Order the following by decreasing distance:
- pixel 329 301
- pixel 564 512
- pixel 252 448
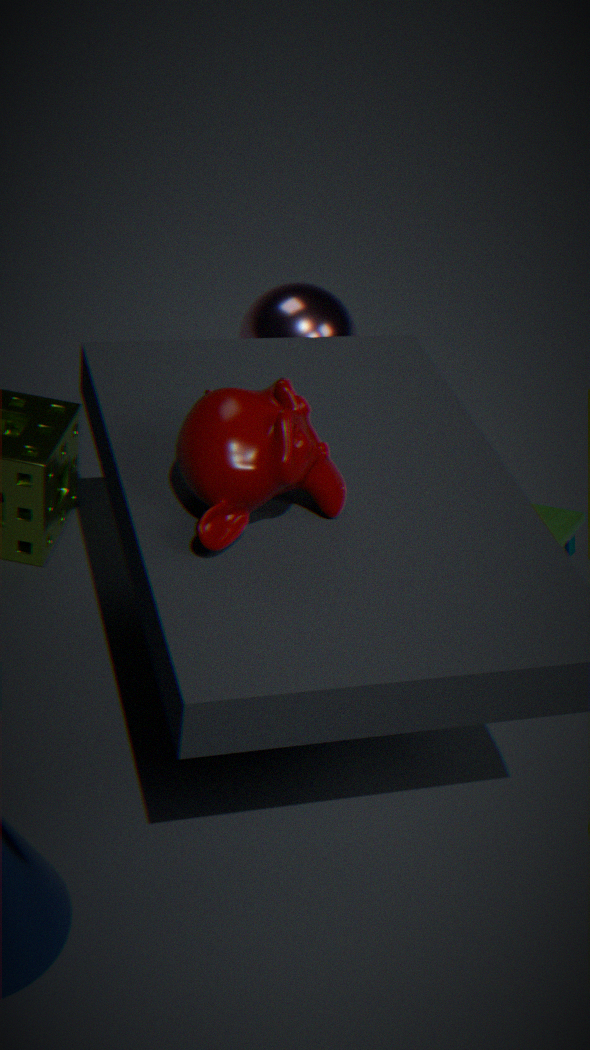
pixel 564 512, pixel 329 301, pixel 252 448
